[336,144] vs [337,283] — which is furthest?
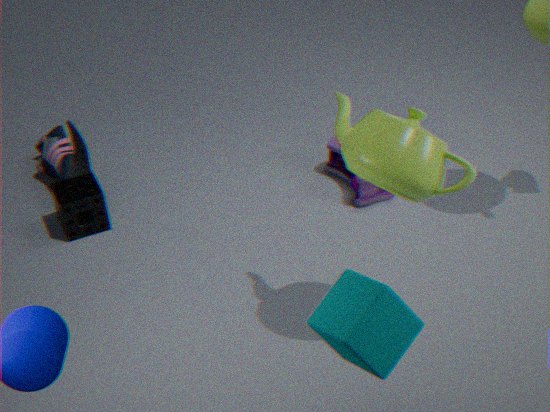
[336,144]
